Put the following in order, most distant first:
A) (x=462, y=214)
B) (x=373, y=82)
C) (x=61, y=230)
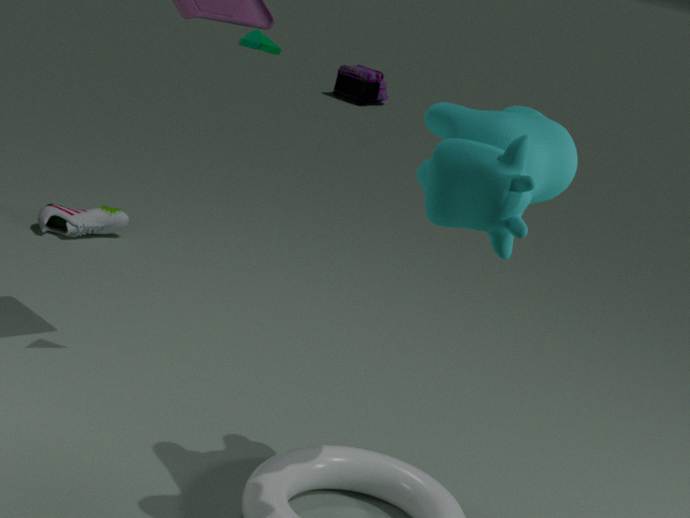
(x=373, y=82) < (x=61, y=230) < (x=462, y=214)
